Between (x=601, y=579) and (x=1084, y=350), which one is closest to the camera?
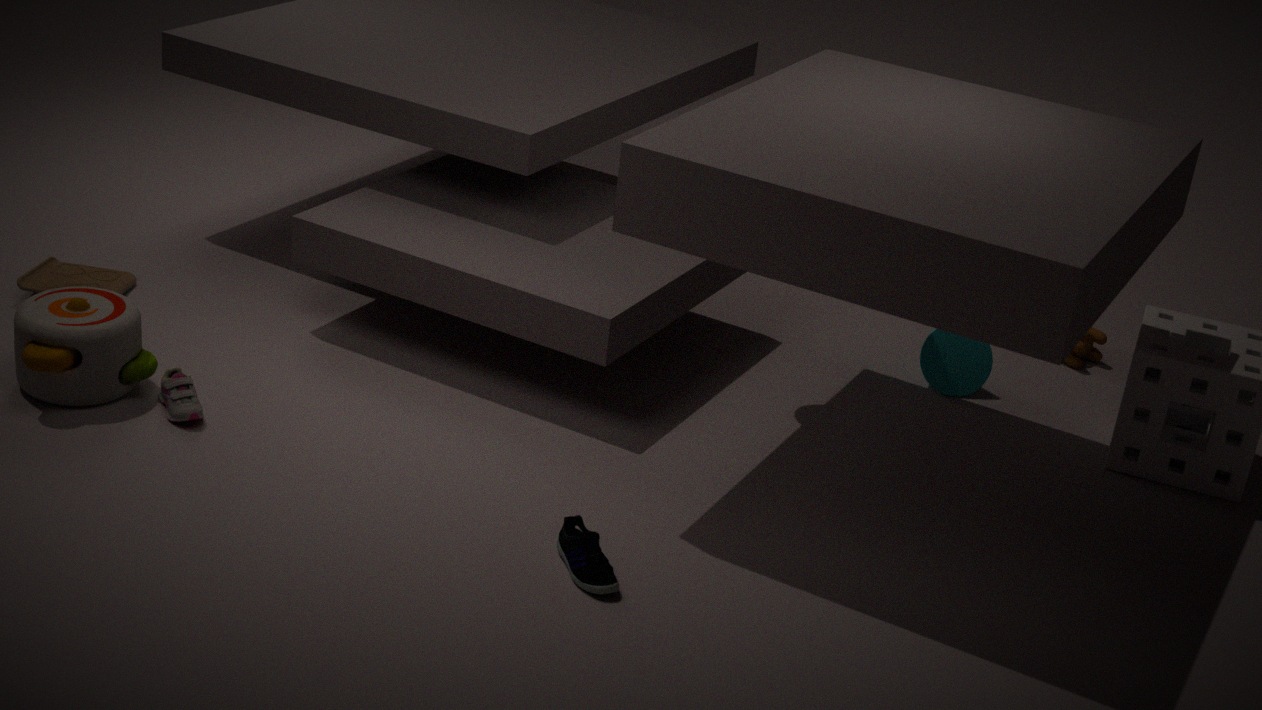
(x=601, y=579)
